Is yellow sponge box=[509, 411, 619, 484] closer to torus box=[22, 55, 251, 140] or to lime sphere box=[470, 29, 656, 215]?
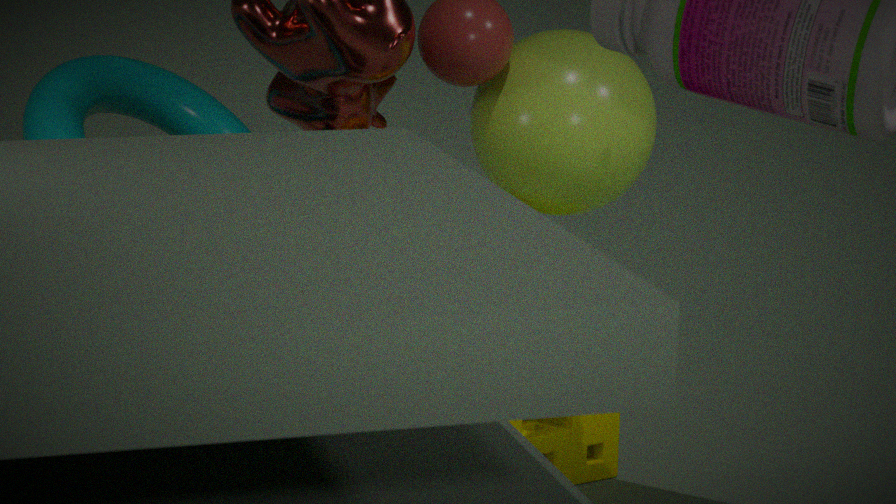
lime sphere box=[470, 29, 656, 215]
